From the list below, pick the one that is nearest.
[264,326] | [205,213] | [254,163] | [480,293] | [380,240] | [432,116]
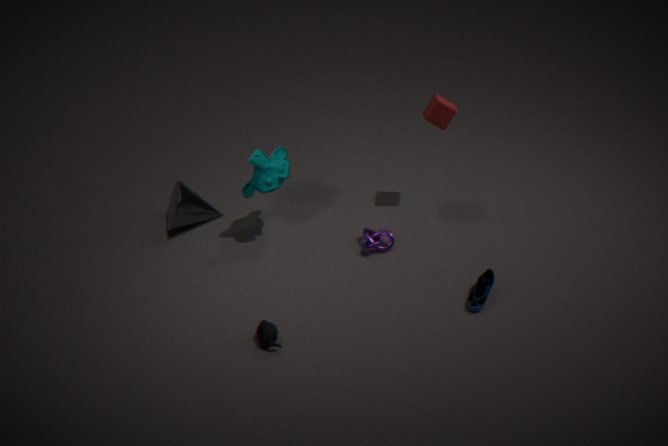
[264,326]
